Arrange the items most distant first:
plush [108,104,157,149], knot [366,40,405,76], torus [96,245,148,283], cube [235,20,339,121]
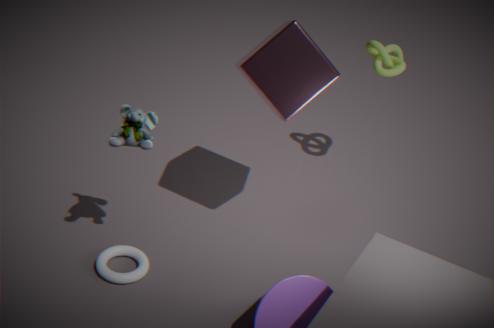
knot [366,40,405,76] → torus [96,245,148,283] → cube [235,20,339,121] → plush [108,104,157,149]
